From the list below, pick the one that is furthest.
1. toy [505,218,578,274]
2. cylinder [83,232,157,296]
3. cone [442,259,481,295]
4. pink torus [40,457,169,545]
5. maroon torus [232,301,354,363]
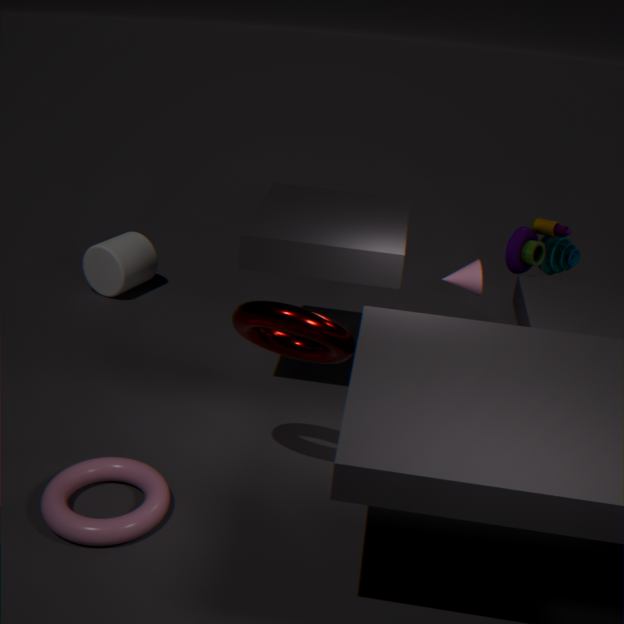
cylinder [83,232,157,296]
